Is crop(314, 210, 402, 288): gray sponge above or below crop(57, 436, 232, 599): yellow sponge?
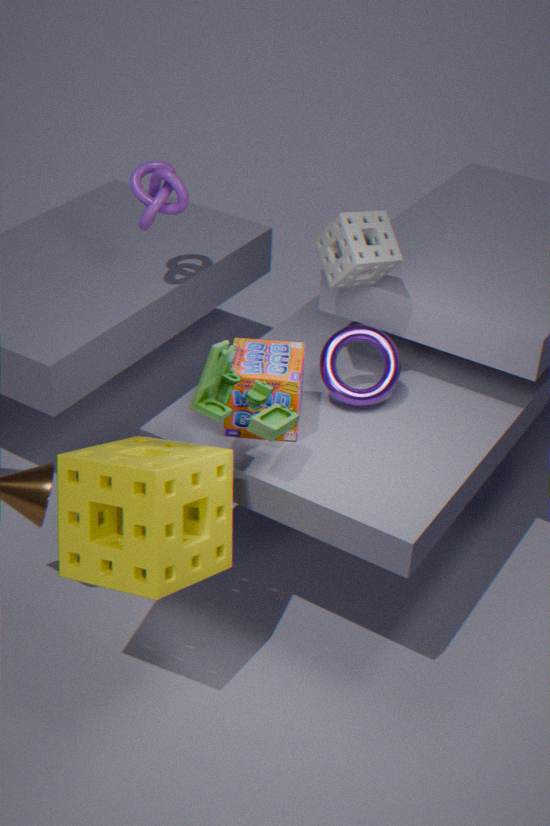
above
